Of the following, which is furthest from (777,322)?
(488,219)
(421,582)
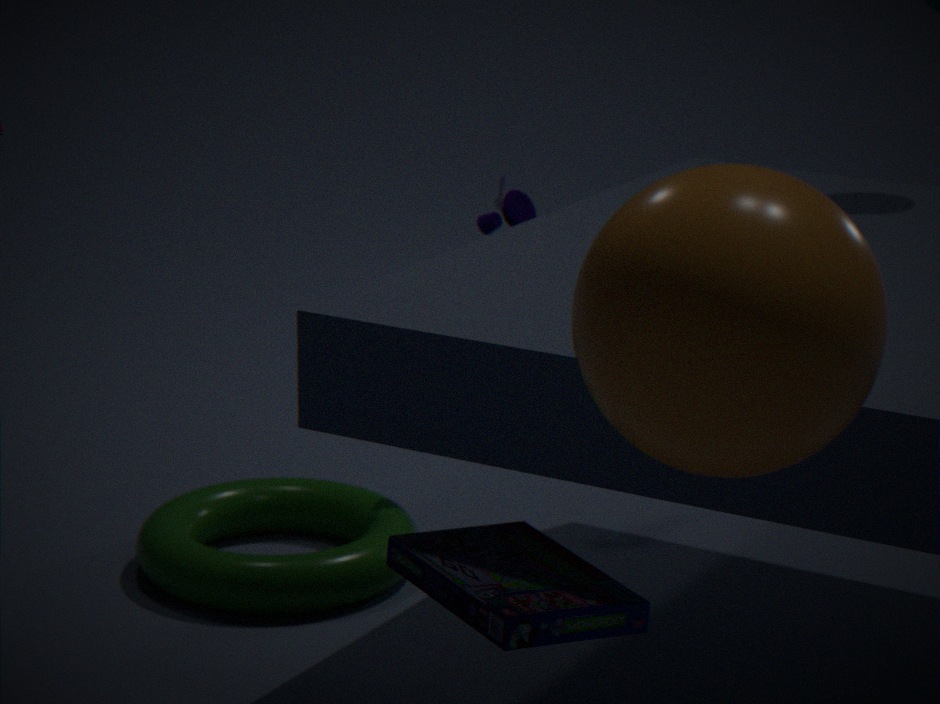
(488,219)
